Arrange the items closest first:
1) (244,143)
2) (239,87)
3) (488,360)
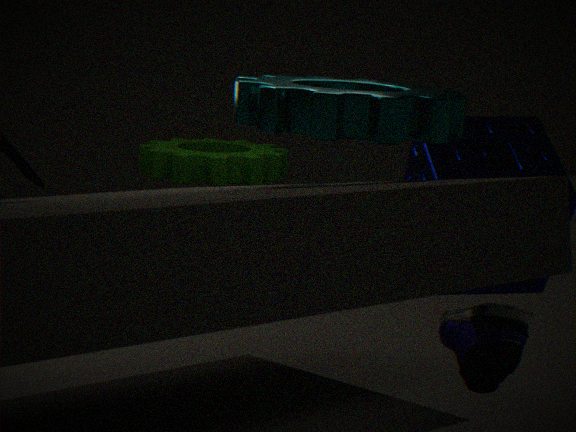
3. (488,360)
2. (239,87)
1. (244,143)
